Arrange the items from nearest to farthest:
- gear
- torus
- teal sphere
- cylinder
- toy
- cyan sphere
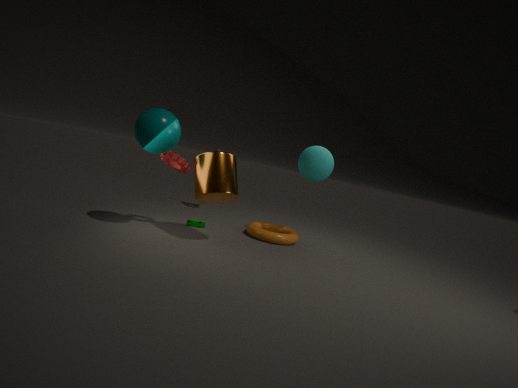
teal sphere
cylinder
gear
torus
toy
cyan sphere
